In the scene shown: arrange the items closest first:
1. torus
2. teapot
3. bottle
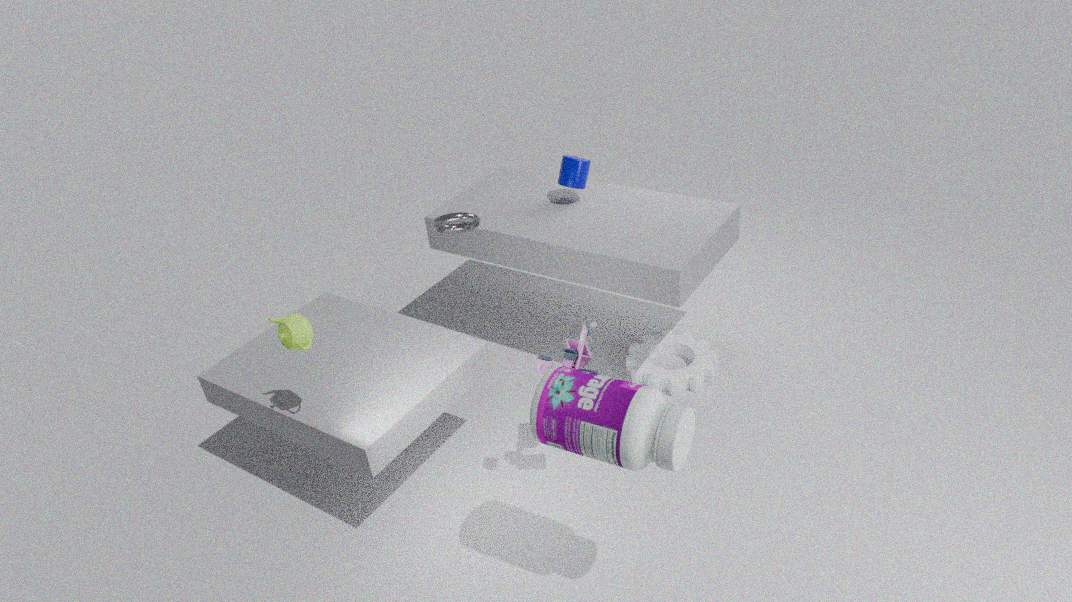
bottle → teapot → torus
